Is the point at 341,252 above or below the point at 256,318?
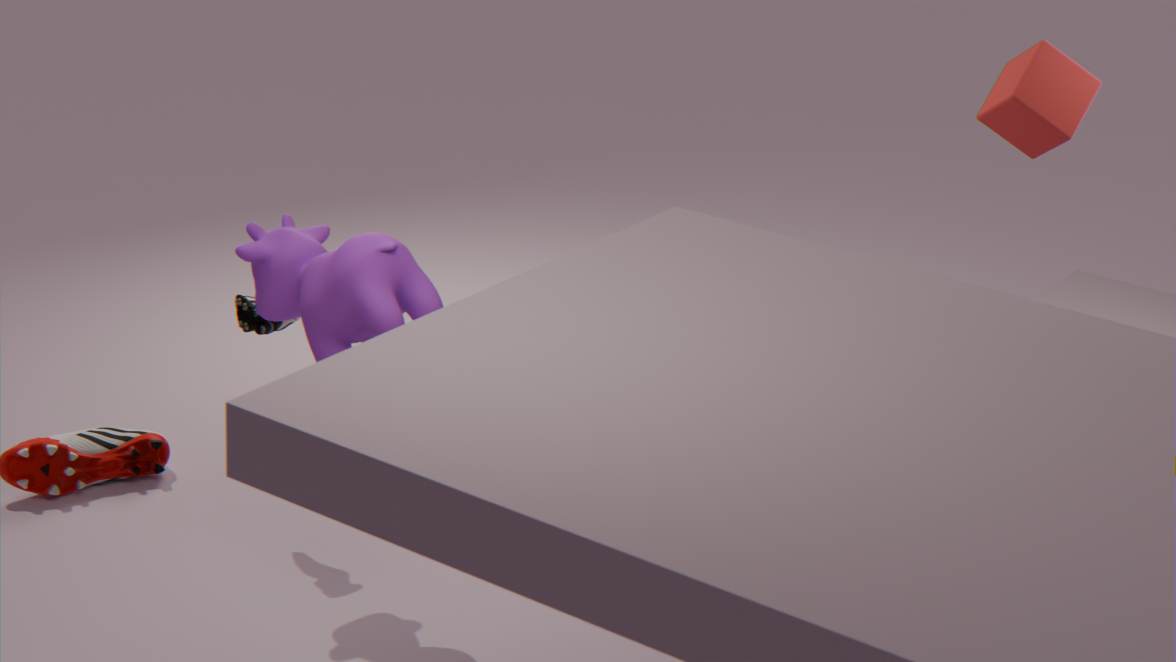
above
